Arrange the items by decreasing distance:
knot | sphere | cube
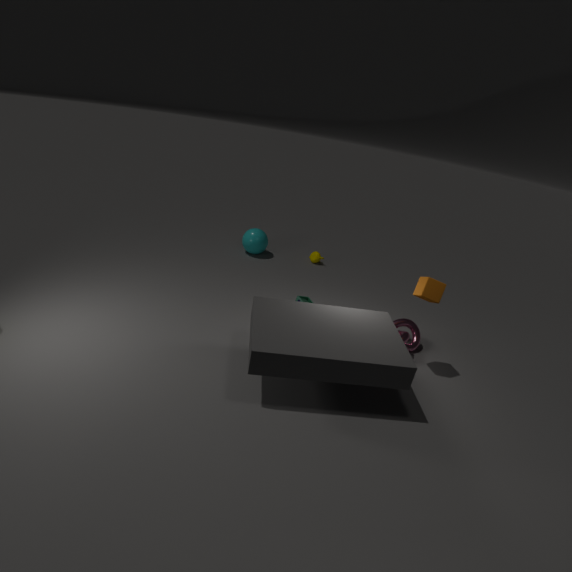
sphere → knot → cube
